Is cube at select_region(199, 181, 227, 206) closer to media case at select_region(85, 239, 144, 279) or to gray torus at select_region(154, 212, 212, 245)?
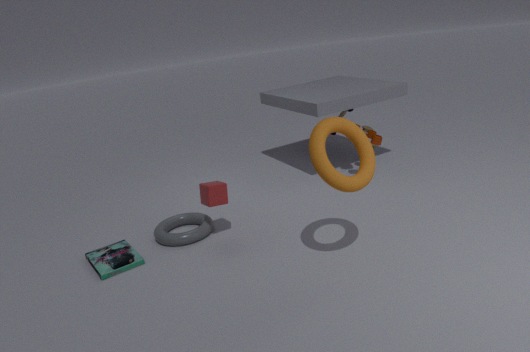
gray torus at select_region(154, 212, 212, 245)
